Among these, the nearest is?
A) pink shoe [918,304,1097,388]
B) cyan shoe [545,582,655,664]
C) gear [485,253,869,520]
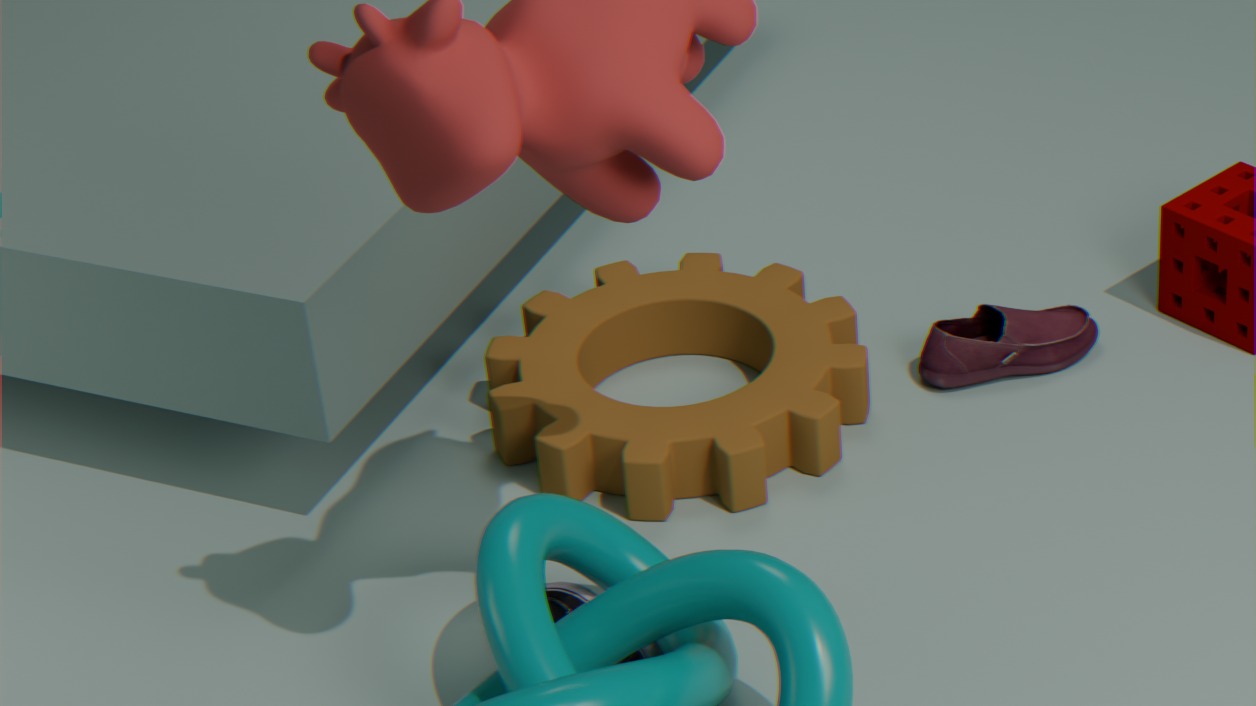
cyan shoe [545,582,655,664]
